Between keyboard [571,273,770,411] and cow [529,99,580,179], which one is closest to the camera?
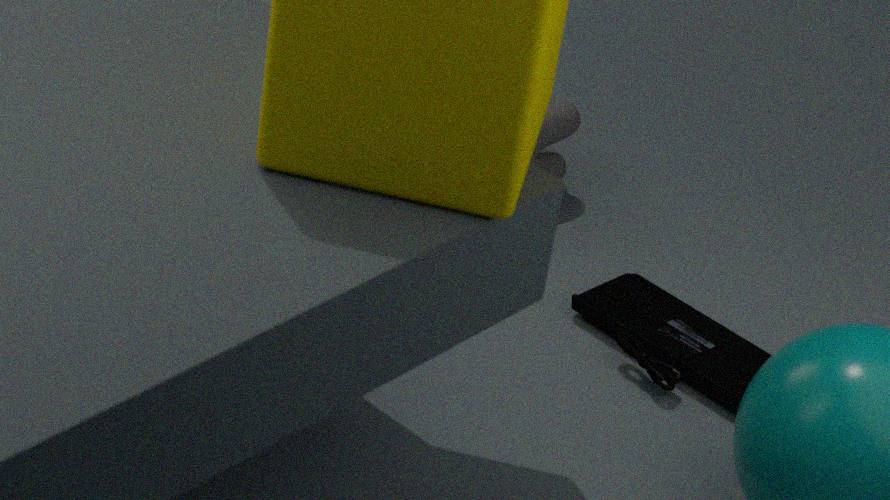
keyboard [571,273,770,411]
